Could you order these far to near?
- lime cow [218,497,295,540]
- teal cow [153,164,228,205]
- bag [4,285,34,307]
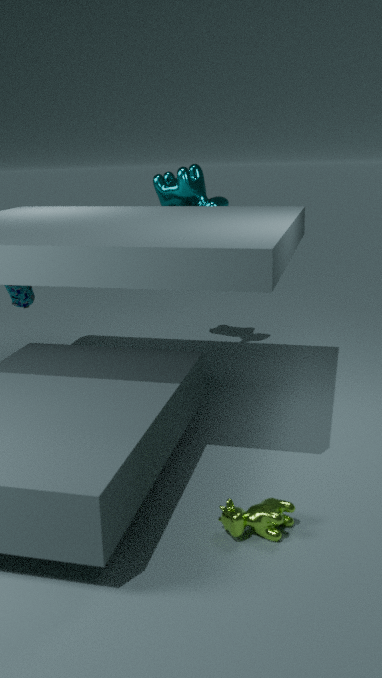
teal cow [153,164,228,205] < bag [4,285,34,307] < lime cow [218,497,295,540]
